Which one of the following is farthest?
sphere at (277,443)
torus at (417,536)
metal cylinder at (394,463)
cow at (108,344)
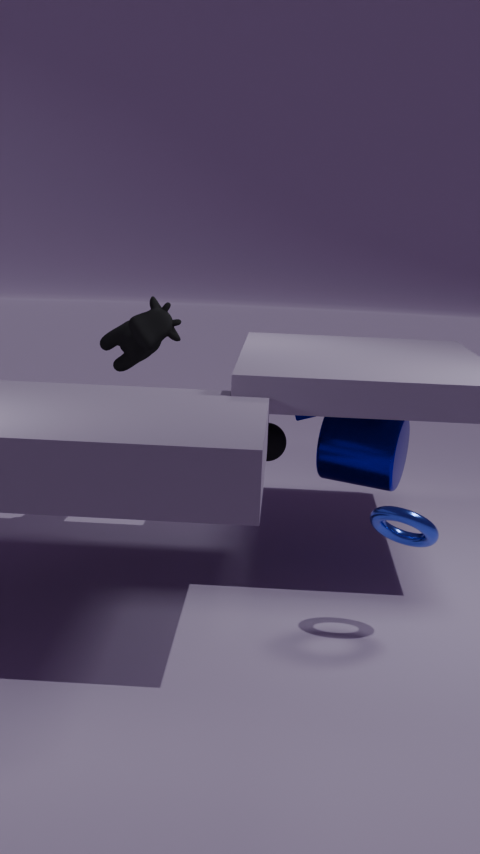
cow at (108,344)
